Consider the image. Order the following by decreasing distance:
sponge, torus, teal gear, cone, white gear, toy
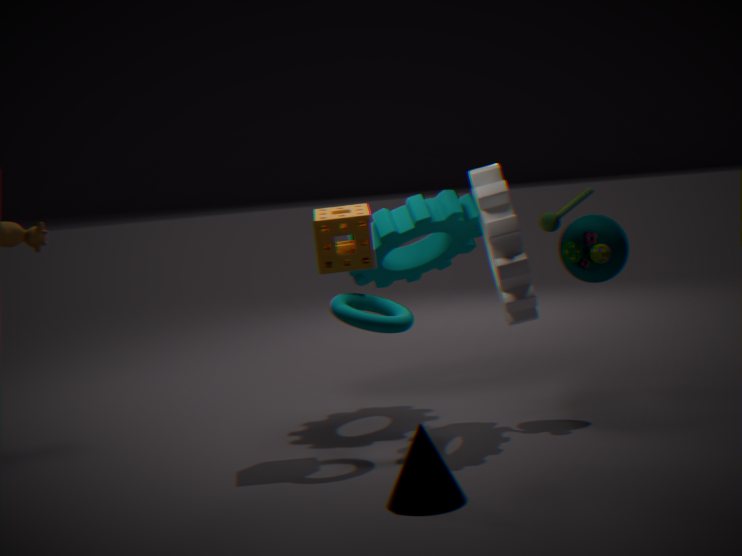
teal gear < toy < sponge < white gear < torus < cone
